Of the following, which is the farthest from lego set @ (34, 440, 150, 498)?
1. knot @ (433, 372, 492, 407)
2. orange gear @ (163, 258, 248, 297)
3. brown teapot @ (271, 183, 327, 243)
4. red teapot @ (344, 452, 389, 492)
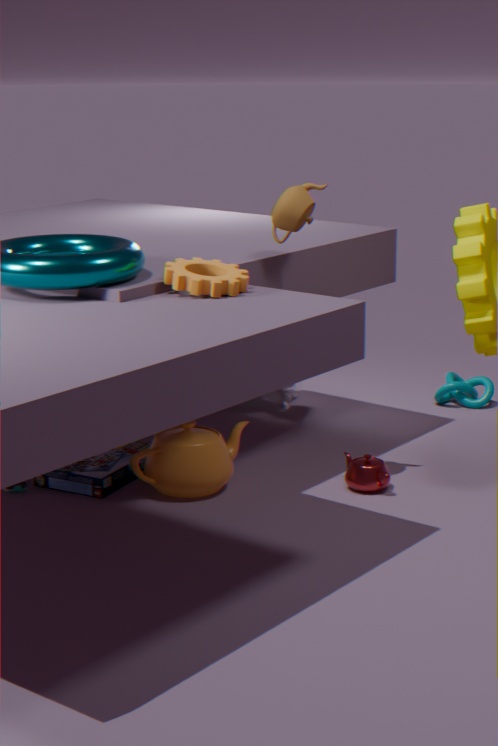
knot @ (433, 372, 492, 407)
